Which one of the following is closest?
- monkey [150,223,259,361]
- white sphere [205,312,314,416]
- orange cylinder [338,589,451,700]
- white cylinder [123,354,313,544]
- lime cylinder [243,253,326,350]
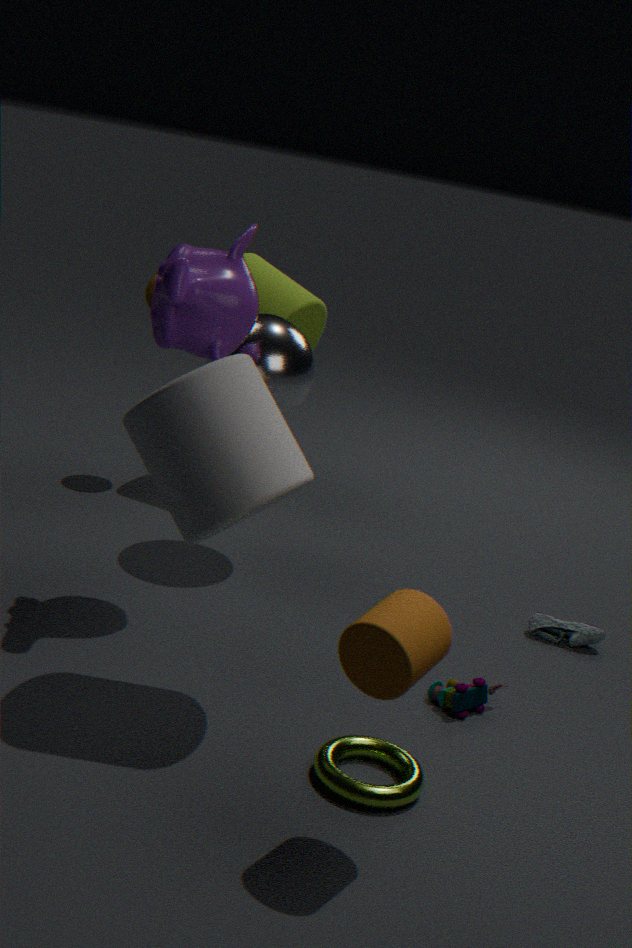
orange cylinder [338,589,451,700]
